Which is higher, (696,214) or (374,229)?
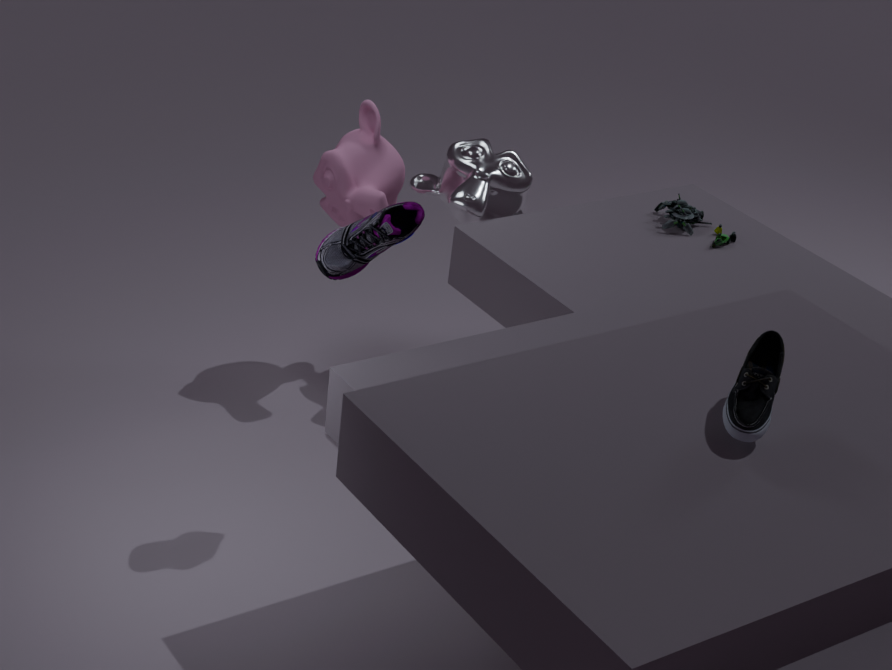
(374,229)
